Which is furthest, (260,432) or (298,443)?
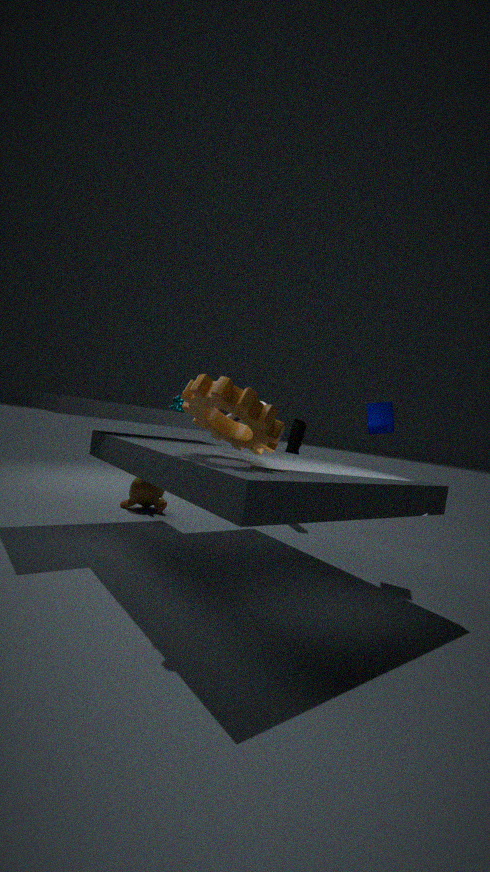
(298,443)
